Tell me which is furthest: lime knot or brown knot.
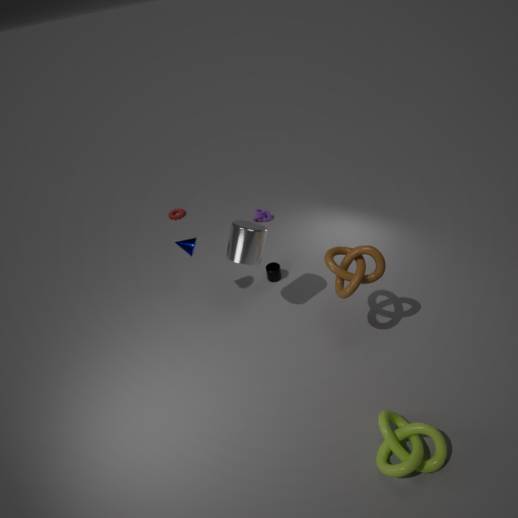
brown knot
